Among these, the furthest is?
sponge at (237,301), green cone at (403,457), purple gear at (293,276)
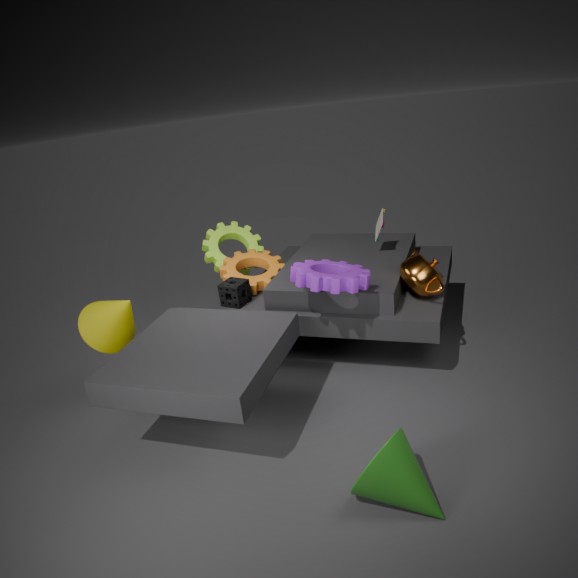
sponge at (237,301)
